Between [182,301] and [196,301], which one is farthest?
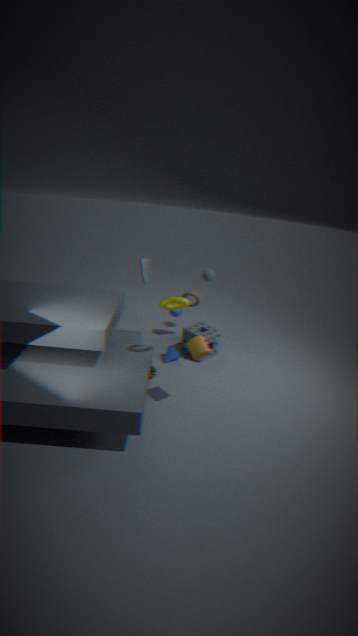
[196,301]
